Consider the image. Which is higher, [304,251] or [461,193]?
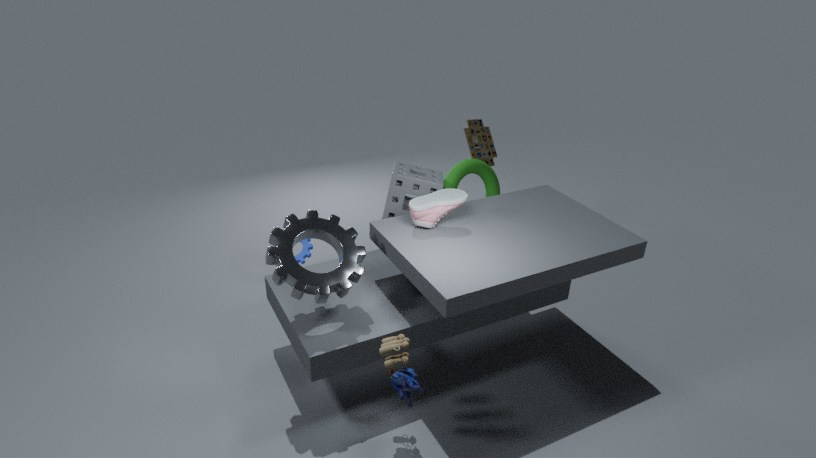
[461,193]
